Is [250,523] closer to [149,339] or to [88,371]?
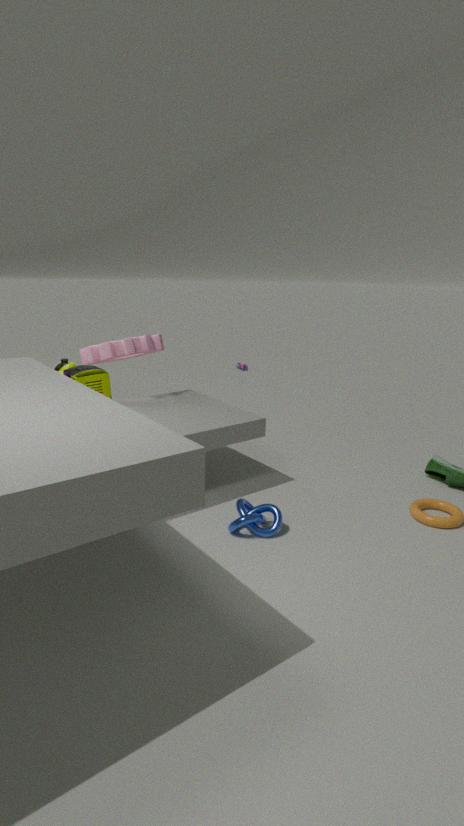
[88,371]
